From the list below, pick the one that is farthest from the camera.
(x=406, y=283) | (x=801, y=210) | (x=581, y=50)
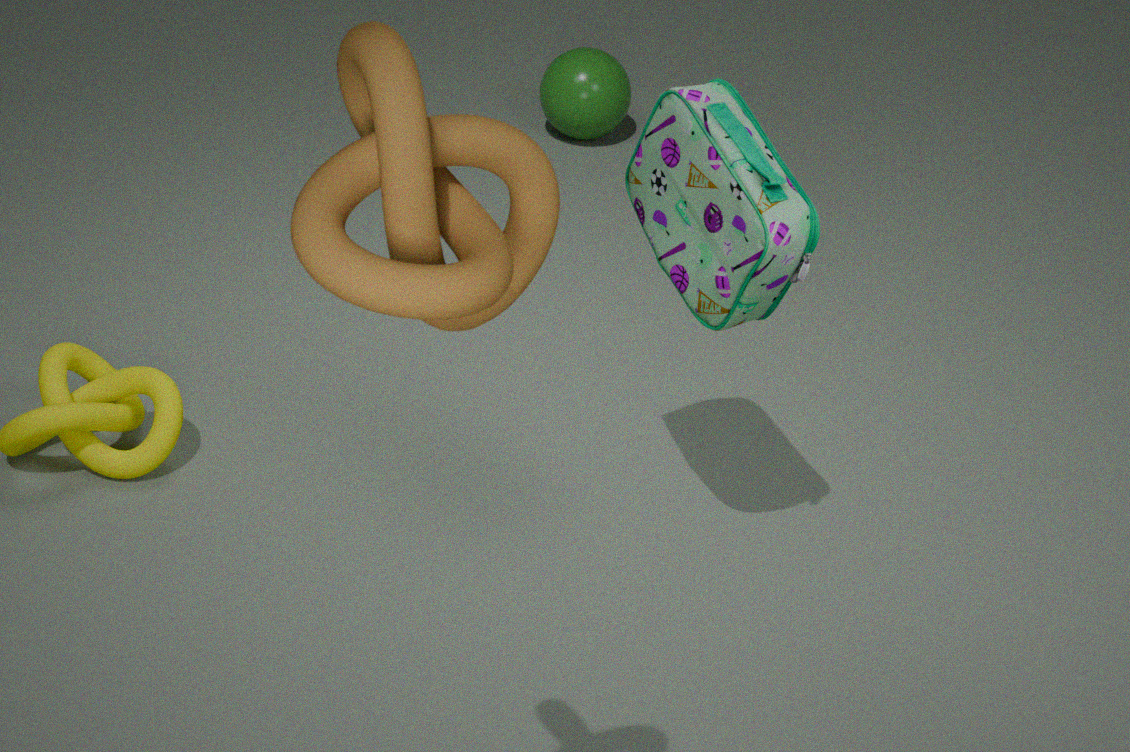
(x=581, y=50)
